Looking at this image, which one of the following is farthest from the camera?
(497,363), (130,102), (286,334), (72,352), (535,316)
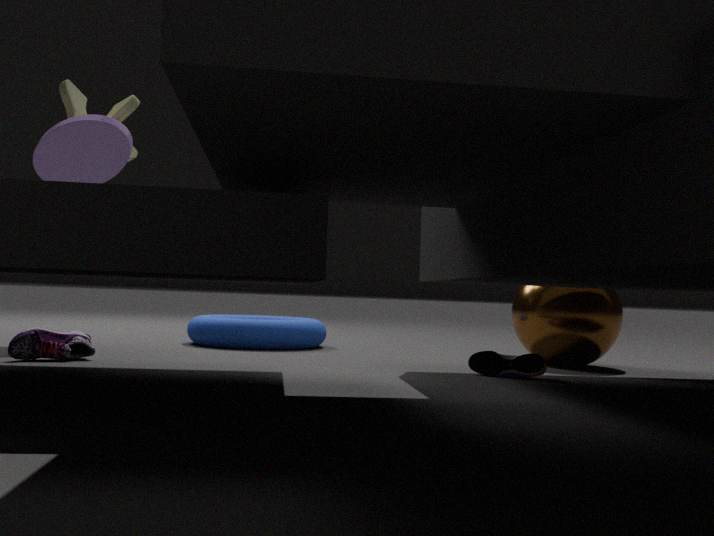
(130,102)
